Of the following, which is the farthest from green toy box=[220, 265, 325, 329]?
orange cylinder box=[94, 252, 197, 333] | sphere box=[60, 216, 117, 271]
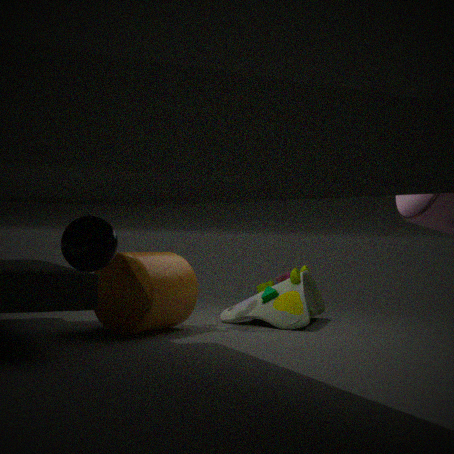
sphere box=[60, 216, 117, 271]
